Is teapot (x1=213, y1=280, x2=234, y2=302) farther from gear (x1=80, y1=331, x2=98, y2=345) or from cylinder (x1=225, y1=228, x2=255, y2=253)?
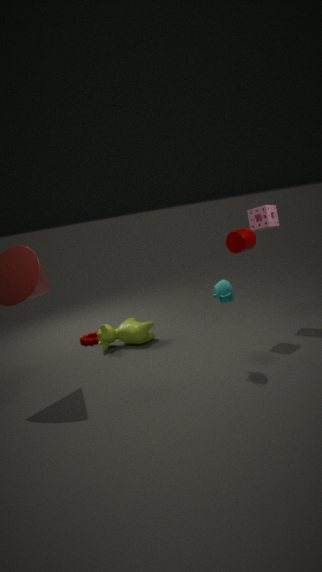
gear (x1=80, y1=331, x2=98, y2=345)
